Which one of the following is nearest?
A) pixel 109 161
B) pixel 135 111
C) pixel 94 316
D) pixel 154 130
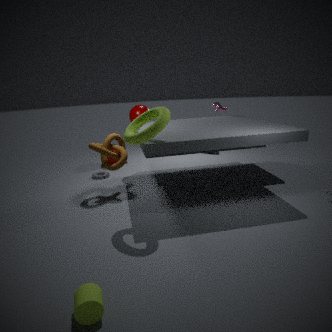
pixel 94 316
